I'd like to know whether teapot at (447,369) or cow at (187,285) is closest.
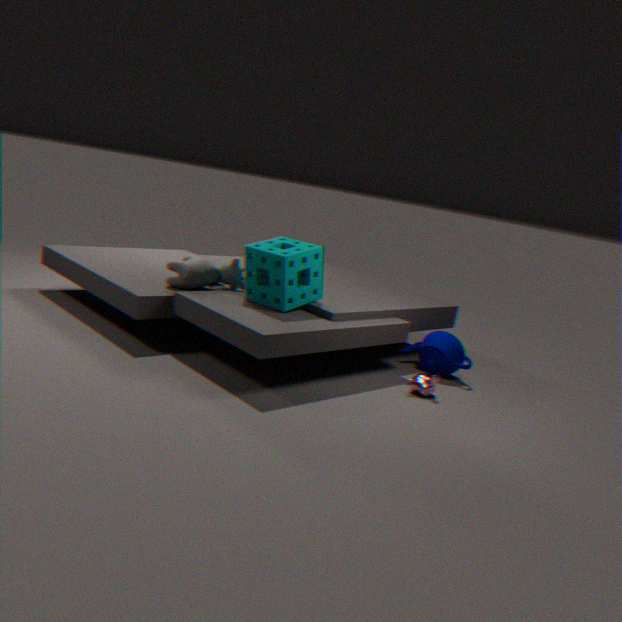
cow at (187,285)
